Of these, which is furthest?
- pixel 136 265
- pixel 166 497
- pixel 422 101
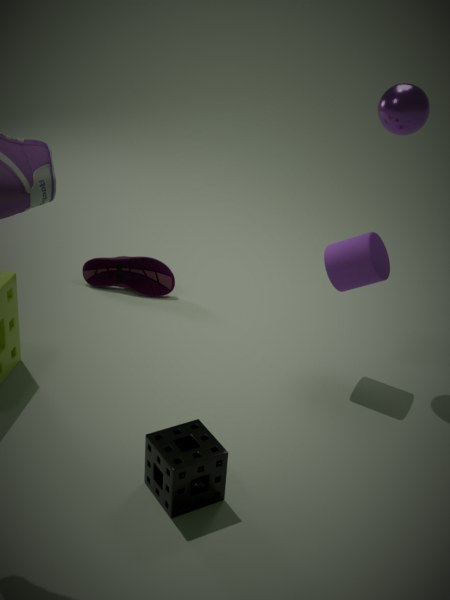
pixel 136 265
